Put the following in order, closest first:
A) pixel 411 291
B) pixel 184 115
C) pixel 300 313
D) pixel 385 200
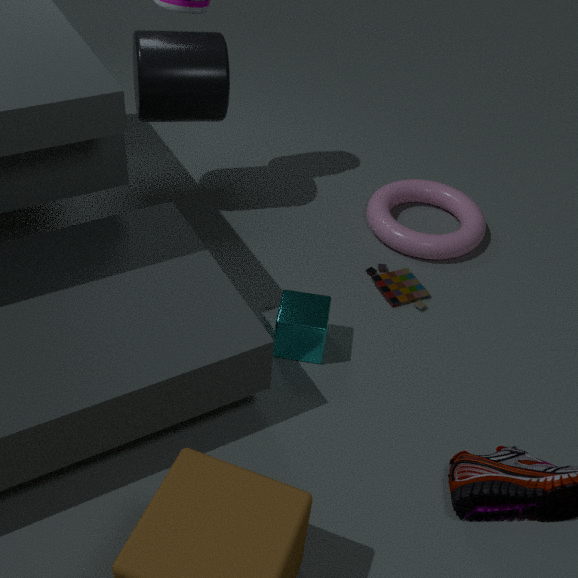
pixel 300 313 → pixel 411 291 → pixel 184 115 → pixel 385 200
